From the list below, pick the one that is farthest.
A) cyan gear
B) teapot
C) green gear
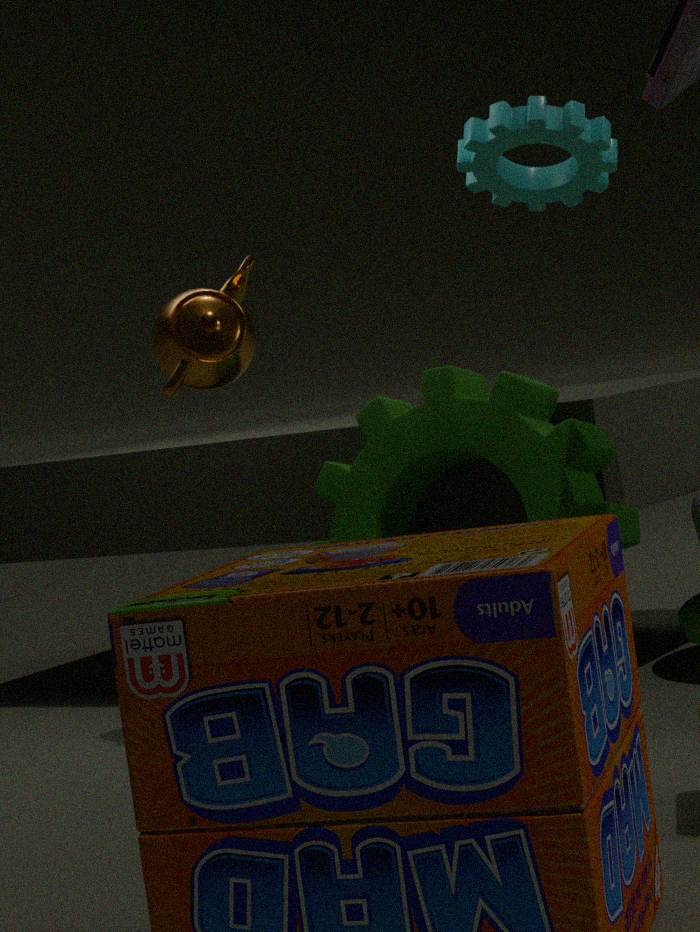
cyan gear
